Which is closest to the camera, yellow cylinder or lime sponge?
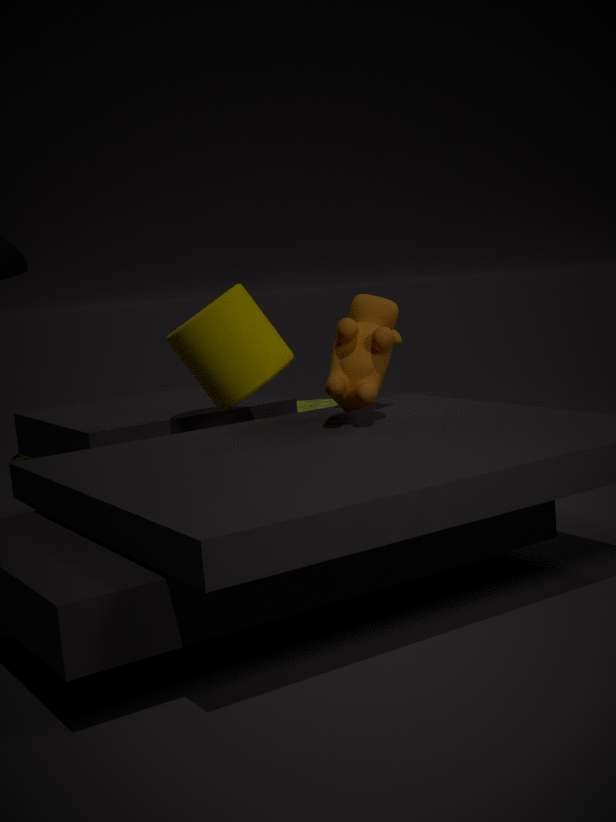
yellow cylinder
